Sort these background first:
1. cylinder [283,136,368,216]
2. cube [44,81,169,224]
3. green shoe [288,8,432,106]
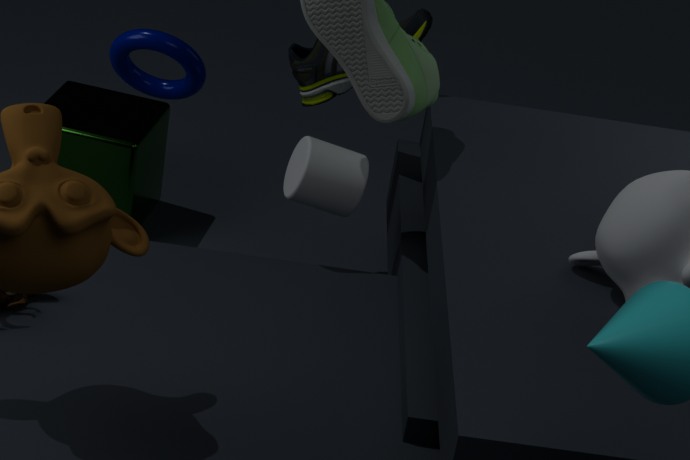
cube [44,81,169,224], green shoe [288,8,432,106], cylinder [283,136,368,216]
